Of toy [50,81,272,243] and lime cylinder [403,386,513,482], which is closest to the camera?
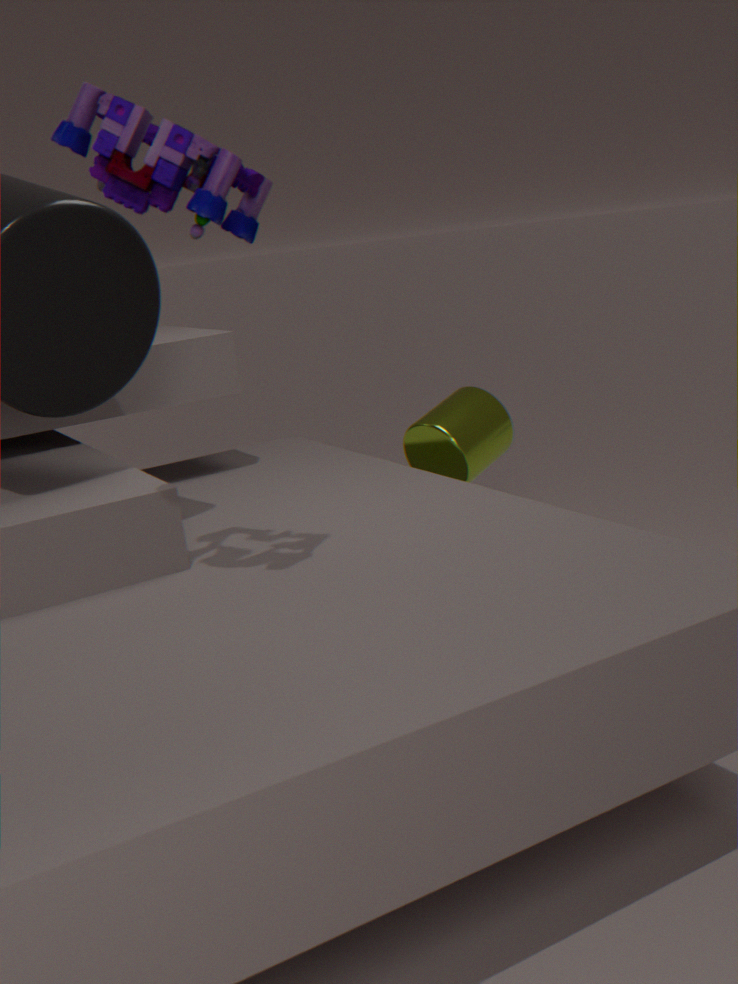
toy [50,81,272,243]
